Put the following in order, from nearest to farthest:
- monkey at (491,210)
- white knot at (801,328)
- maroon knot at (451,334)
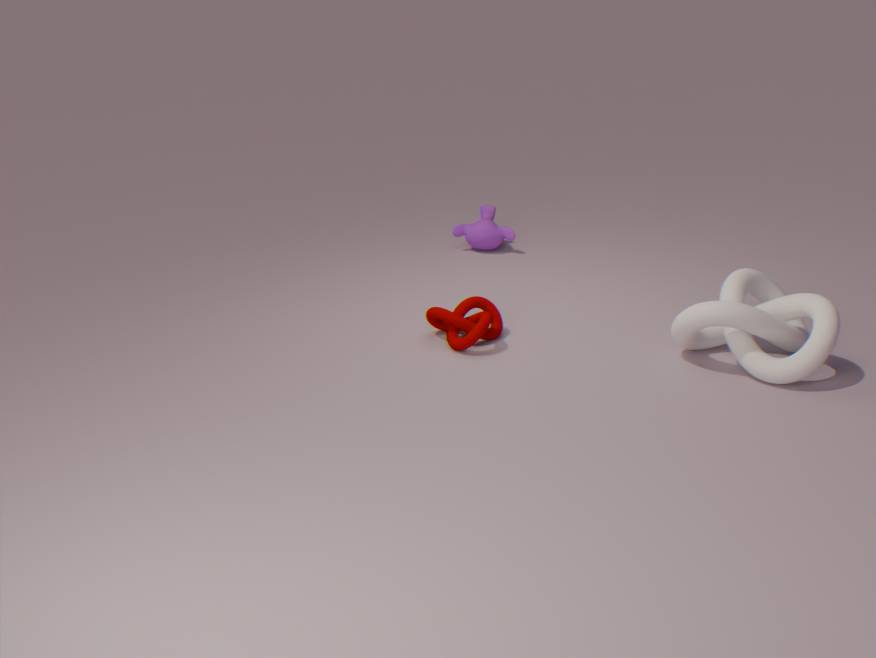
1. white knot at (801,328)
2. maroon knot at (451,334)
3. monkey at (491,210)
